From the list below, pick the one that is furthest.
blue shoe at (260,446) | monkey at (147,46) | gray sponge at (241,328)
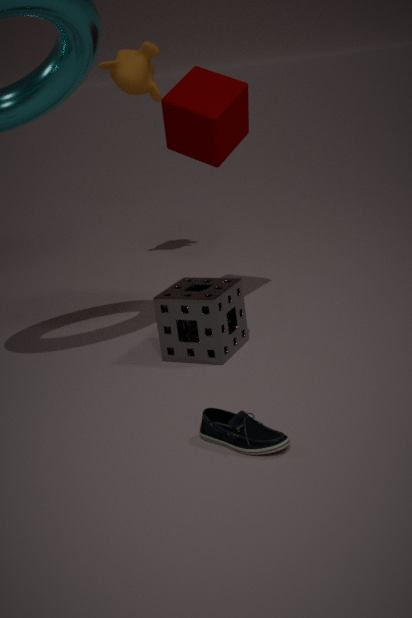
monkey at (147,46)
